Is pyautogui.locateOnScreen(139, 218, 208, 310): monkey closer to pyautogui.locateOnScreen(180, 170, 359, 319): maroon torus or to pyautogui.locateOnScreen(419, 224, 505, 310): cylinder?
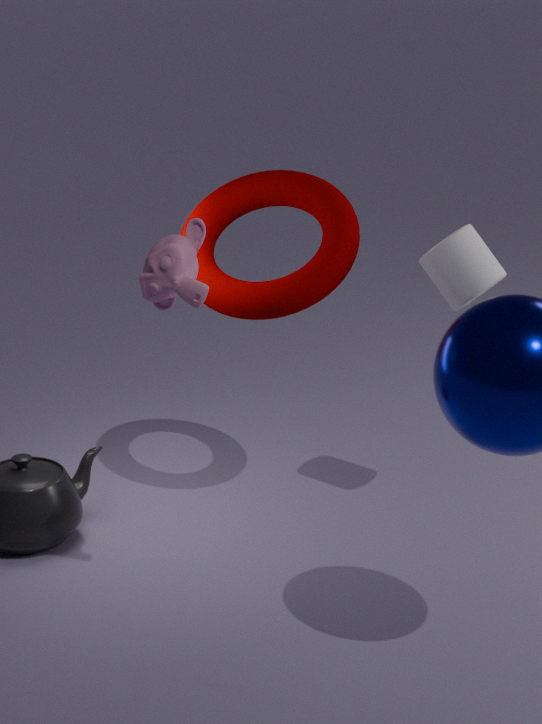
pyautogui.locateOnScreen(180, 170, 359, 319): maroon torus
